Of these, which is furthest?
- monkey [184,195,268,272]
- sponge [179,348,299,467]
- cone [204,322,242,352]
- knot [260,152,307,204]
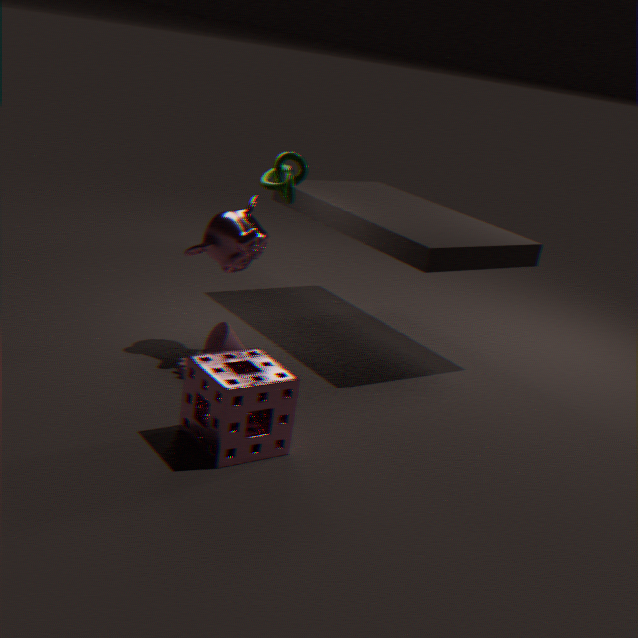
cone [204,322,242,352]
